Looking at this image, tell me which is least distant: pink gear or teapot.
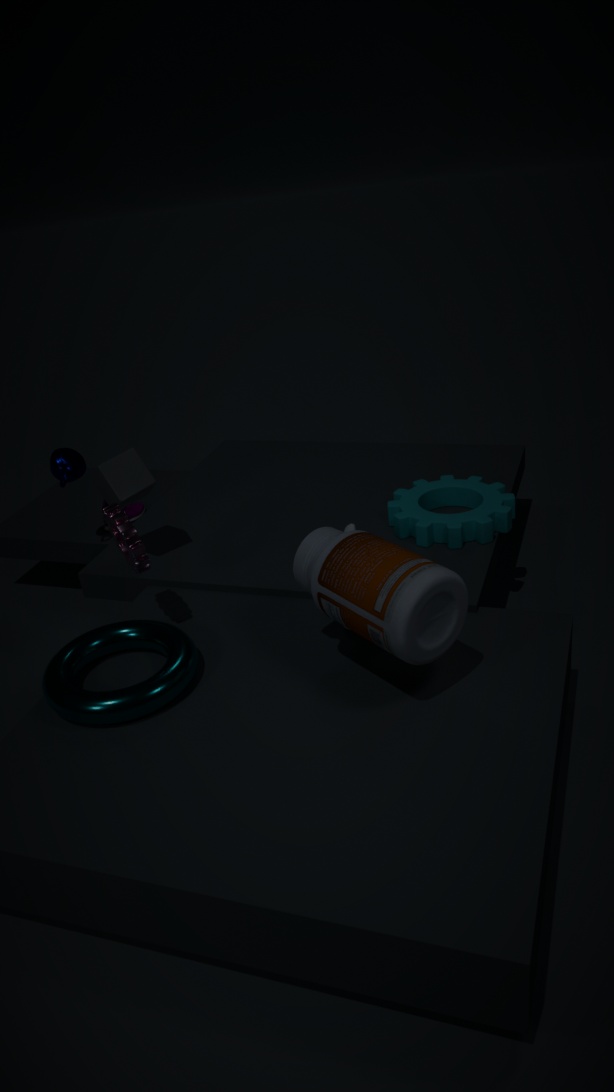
pink gear
